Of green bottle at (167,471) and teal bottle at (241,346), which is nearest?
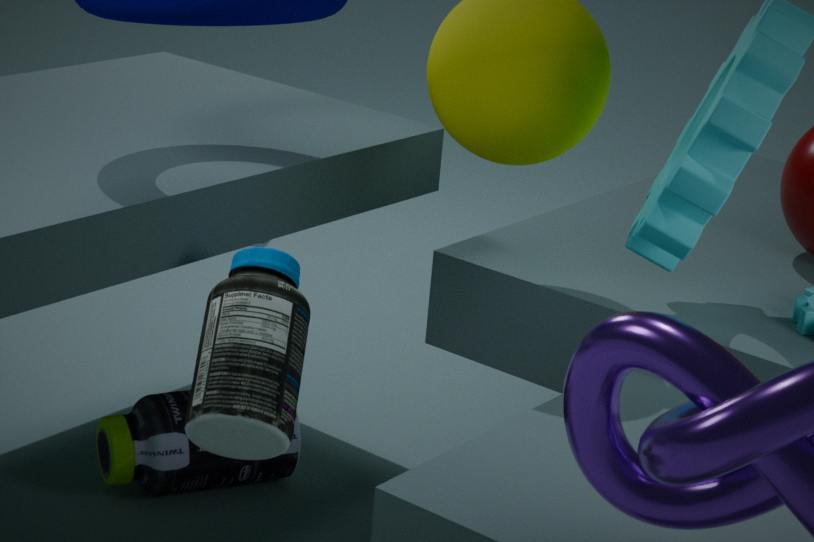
teal bottle at (241,346)
